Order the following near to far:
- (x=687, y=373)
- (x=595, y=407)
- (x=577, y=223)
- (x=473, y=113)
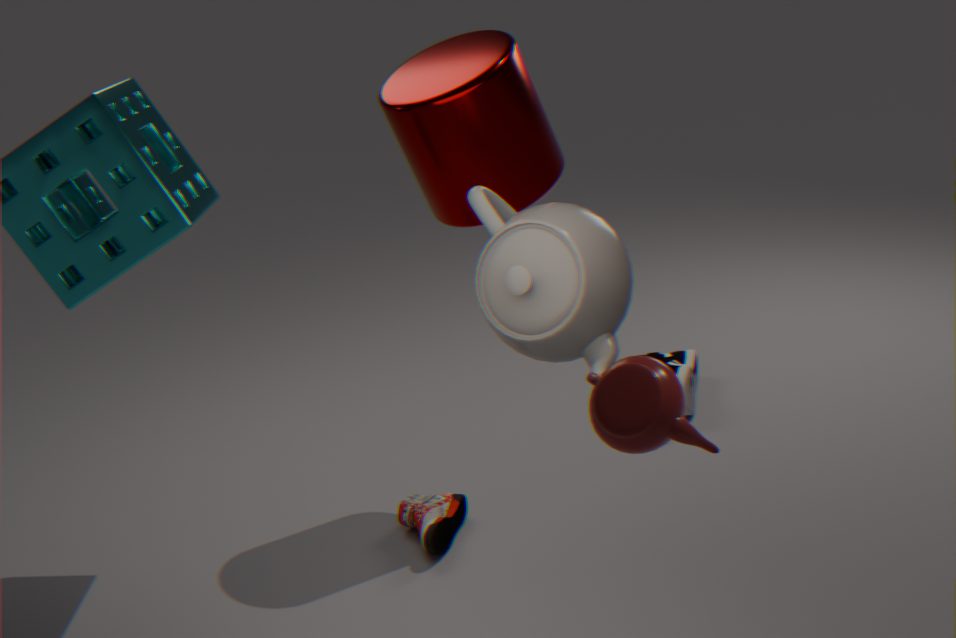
(x=595, y=407), (x=577, y=223), (x=473, y=113), (x=687, y=373)
